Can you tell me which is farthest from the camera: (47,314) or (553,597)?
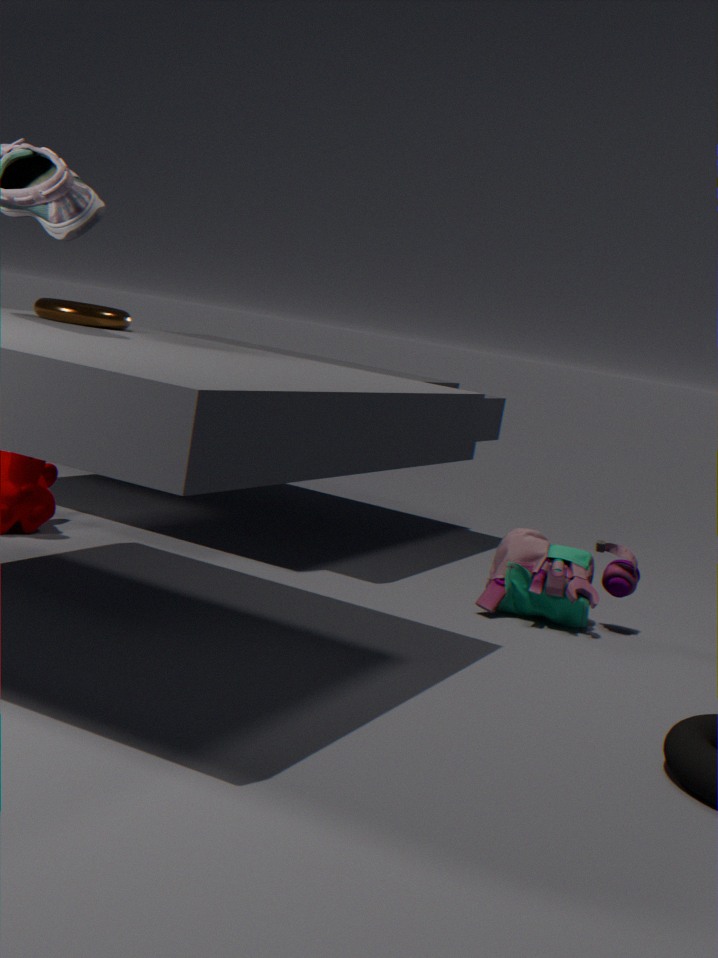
(553,597)
